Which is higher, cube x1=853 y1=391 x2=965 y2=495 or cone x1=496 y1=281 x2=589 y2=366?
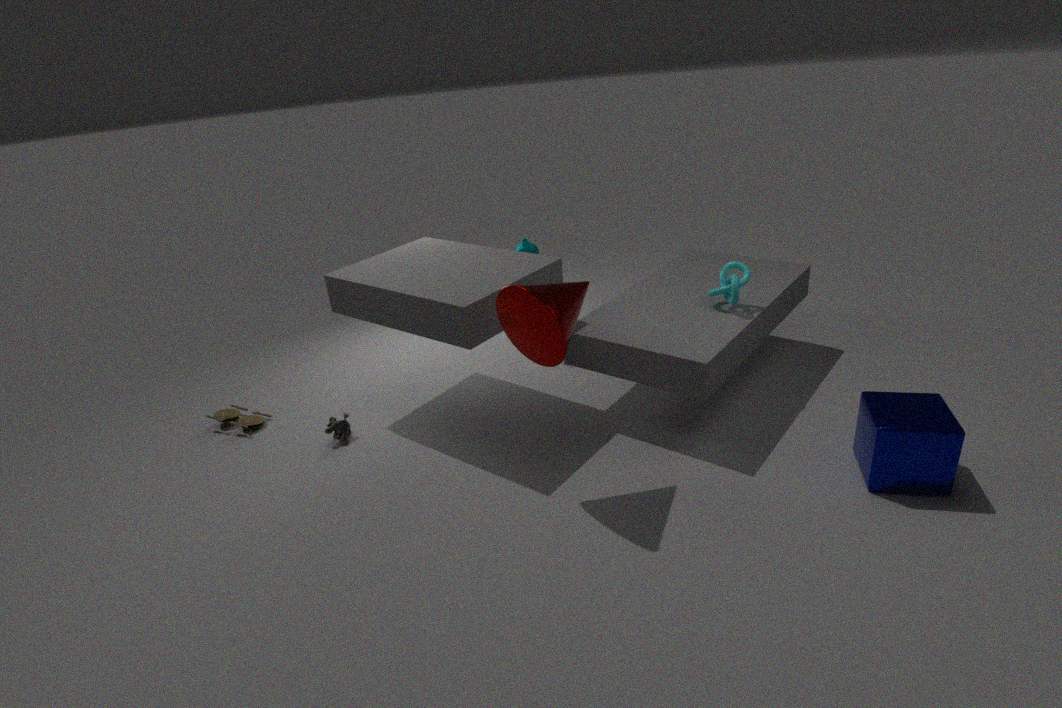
cone x1=496 y1=281 x2=589 y2=366
